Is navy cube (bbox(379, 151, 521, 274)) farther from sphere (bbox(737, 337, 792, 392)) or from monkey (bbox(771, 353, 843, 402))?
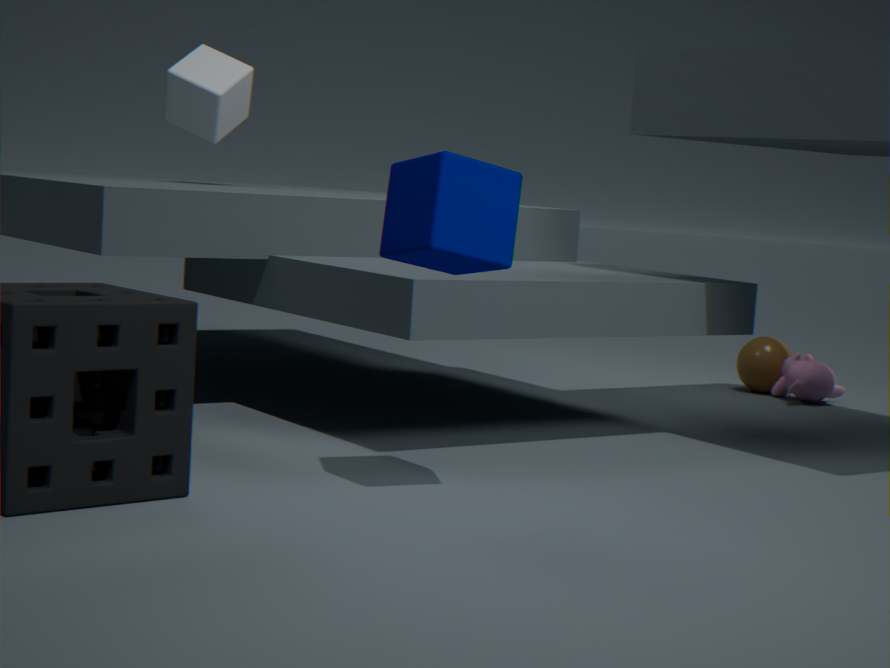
sphere (bbox(737, 337, 792, 392))
